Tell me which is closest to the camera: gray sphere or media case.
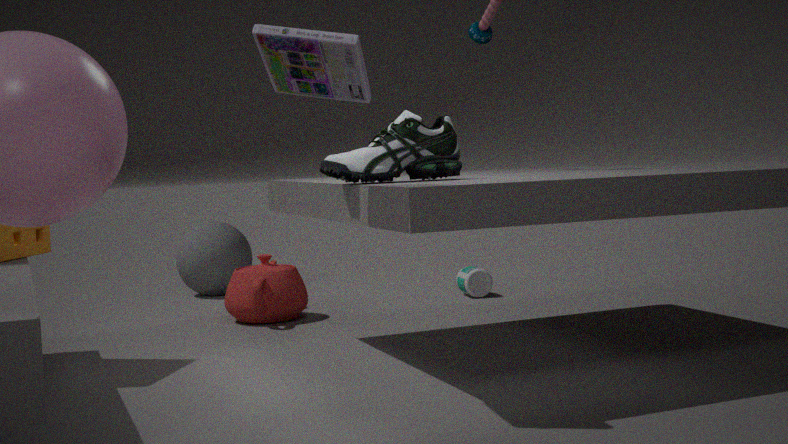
media case
